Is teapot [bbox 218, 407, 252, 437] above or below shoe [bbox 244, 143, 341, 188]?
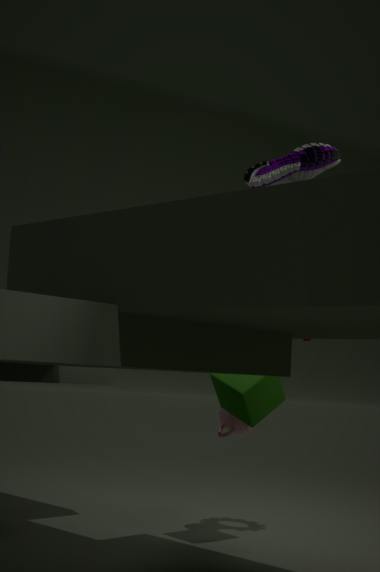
below
